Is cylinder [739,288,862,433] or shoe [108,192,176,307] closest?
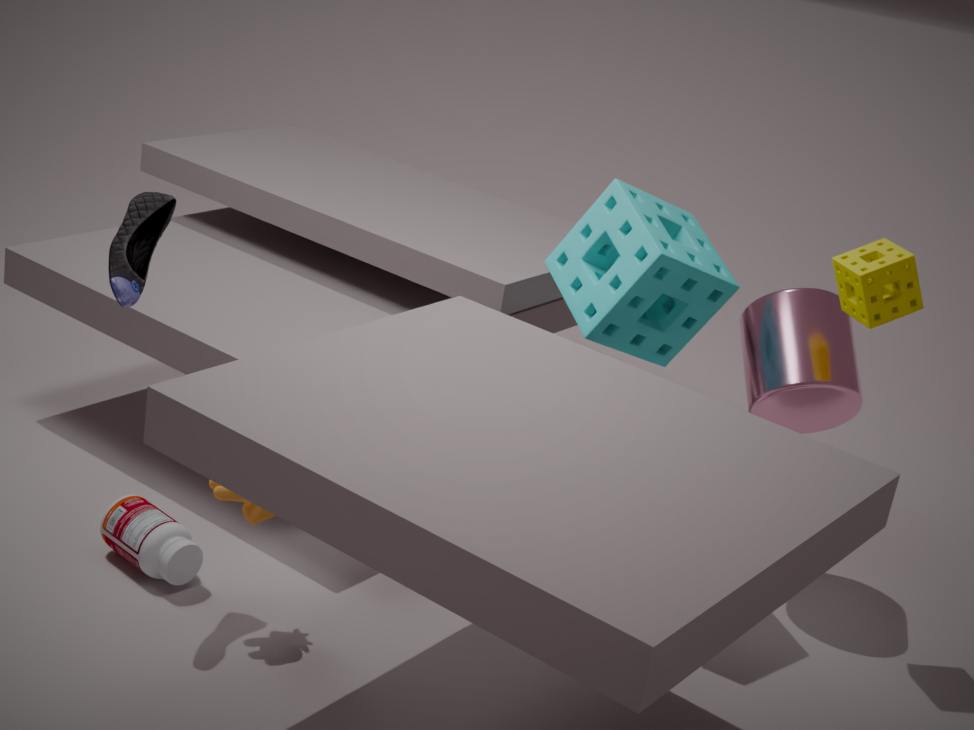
shoe [108,192,176,307]
